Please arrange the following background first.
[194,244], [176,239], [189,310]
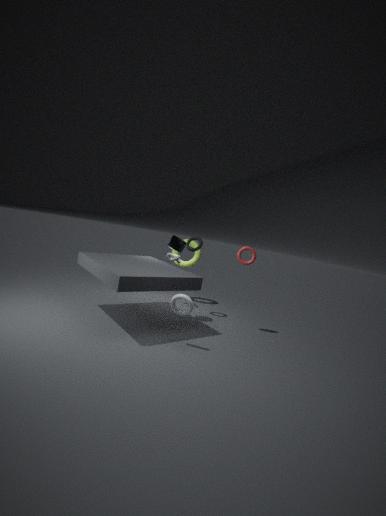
[194,244] → [176,239] → [189,310]
